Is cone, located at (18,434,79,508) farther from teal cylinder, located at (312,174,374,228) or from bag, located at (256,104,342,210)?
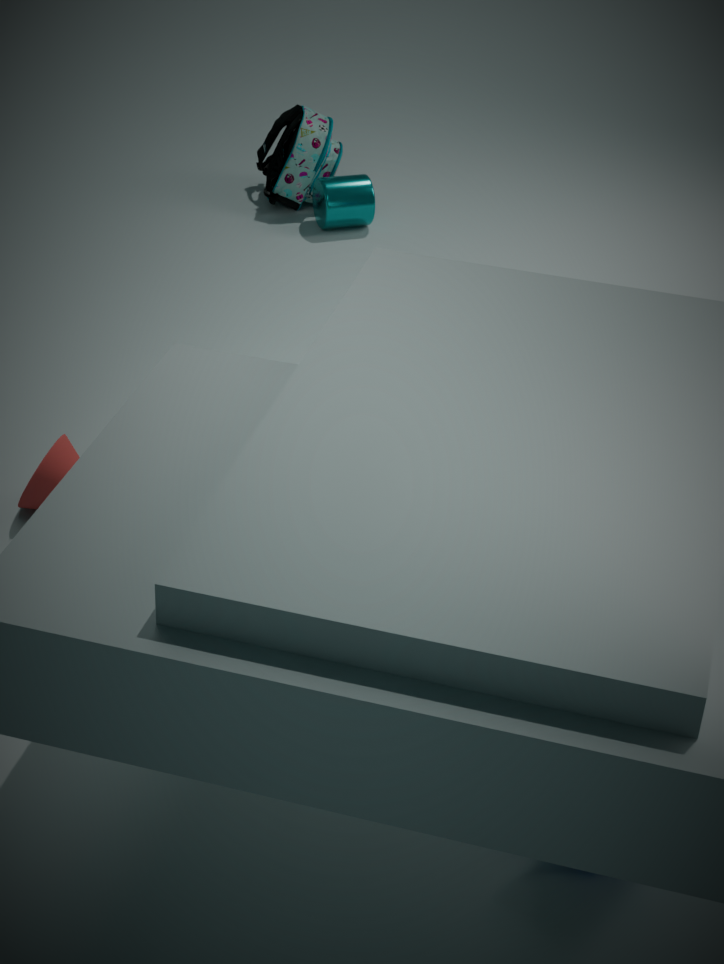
bag, located at (256,104,342,210)
